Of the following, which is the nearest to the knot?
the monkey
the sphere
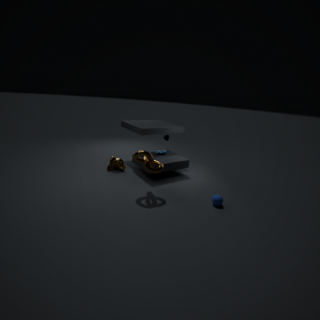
the monkey
